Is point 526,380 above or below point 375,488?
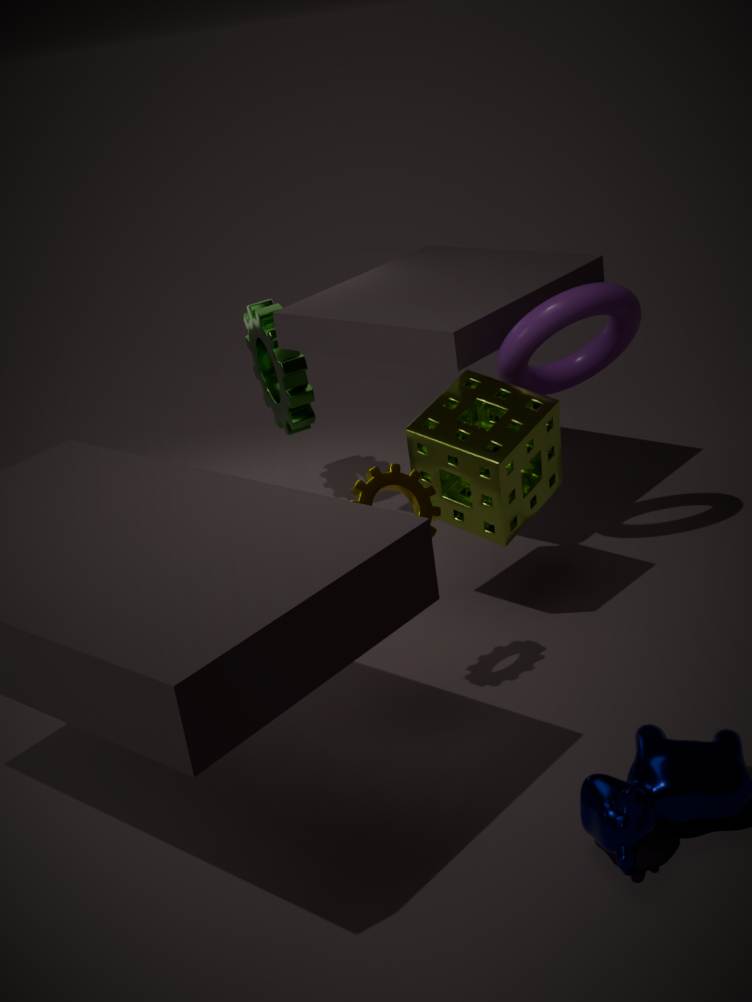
above
